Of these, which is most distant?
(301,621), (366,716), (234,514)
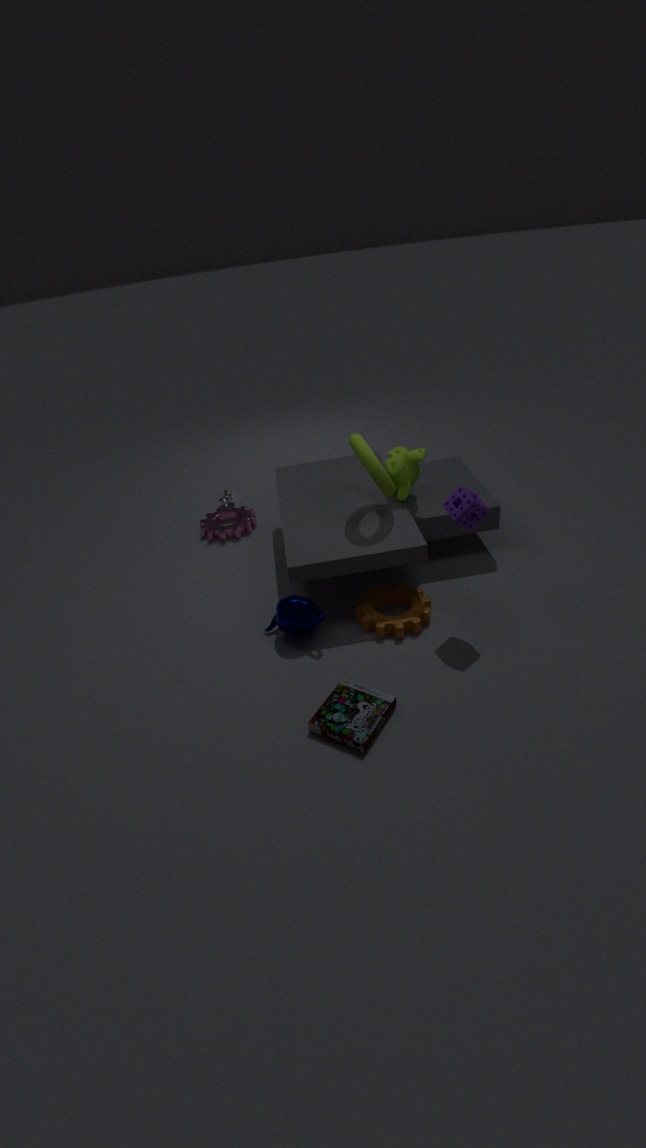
(234,514)
